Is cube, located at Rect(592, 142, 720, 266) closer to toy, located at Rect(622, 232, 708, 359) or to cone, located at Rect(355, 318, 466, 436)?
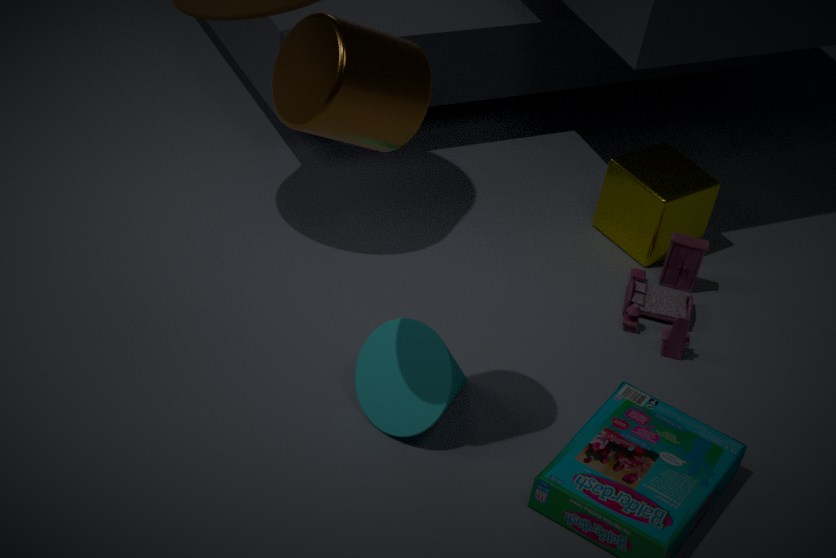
toy, located at Rect(622, 232, 708, 359)
